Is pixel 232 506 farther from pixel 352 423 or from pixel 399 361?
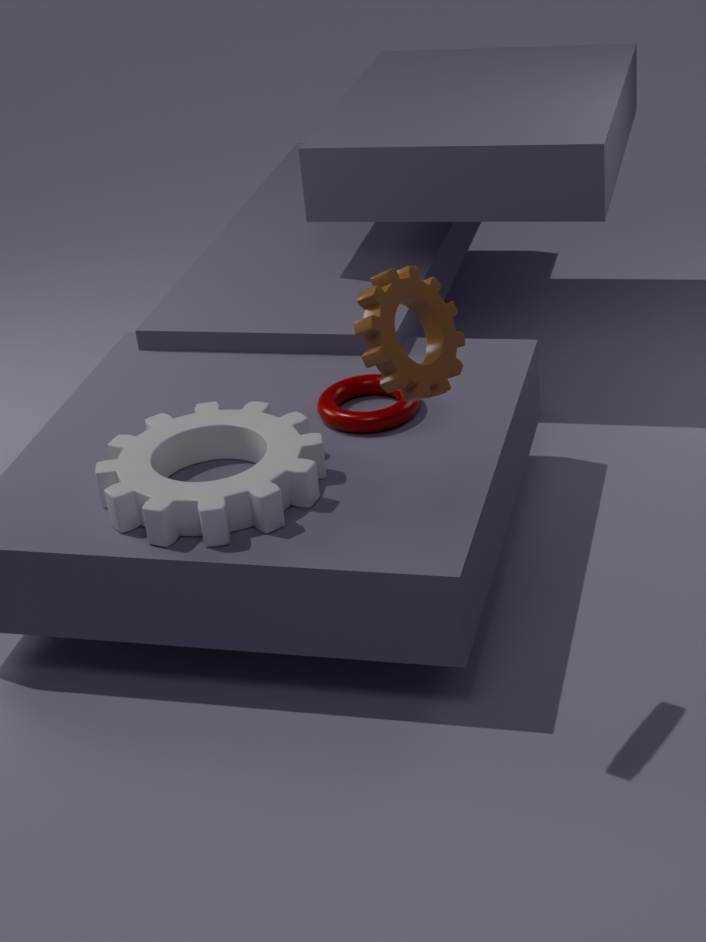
pixel 399 361
